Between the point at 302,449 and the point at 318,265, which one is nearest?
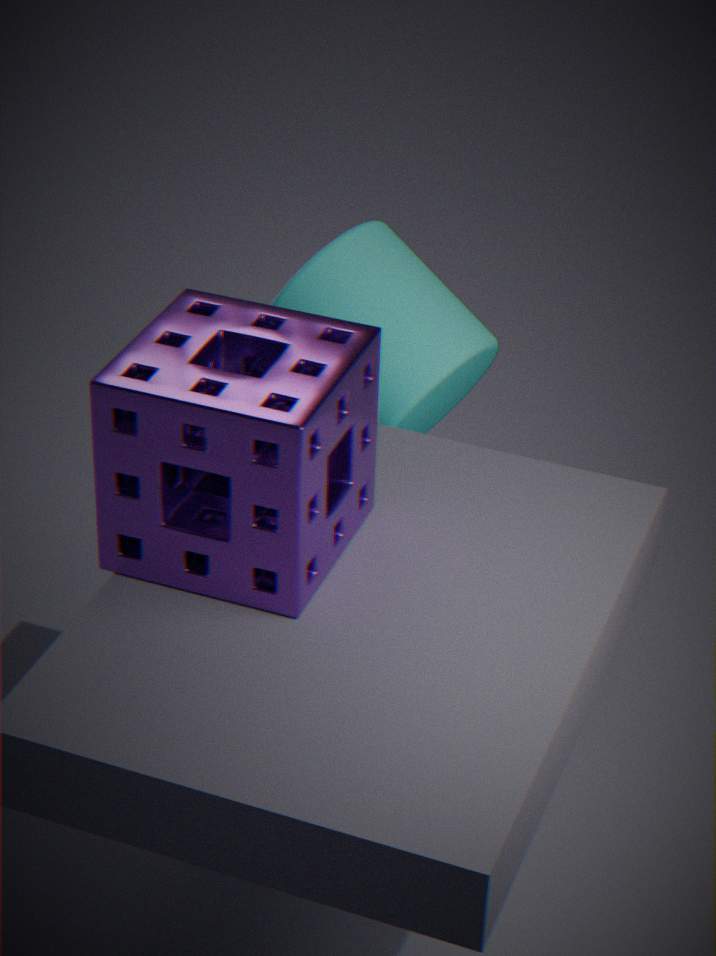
the point at 302,449
